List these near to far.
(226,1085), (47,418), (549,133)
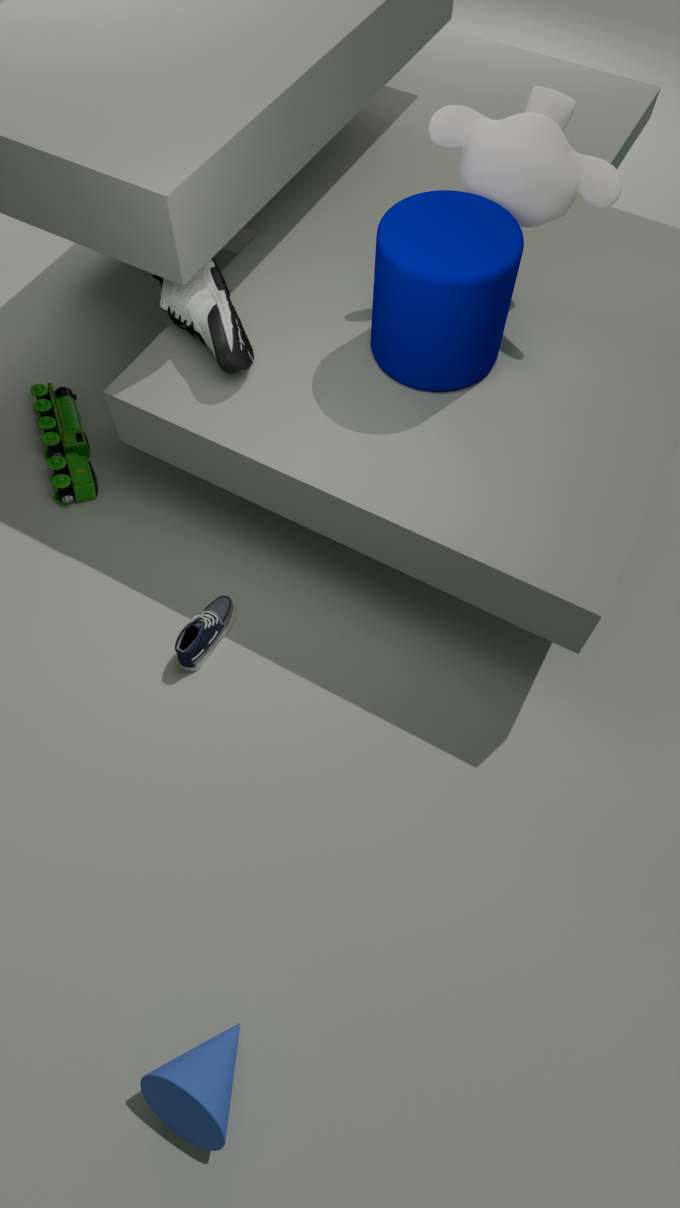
(226,1085)
(549,133)
(47,418)
